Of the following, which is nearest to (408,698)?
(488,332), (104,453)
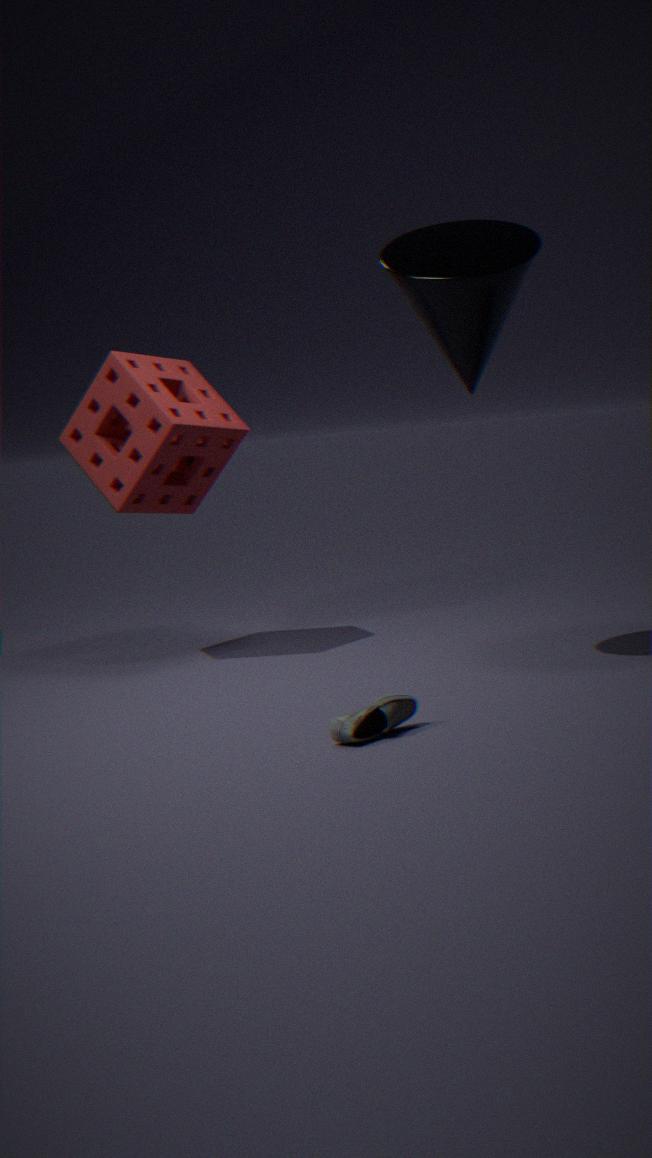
(488,332)
